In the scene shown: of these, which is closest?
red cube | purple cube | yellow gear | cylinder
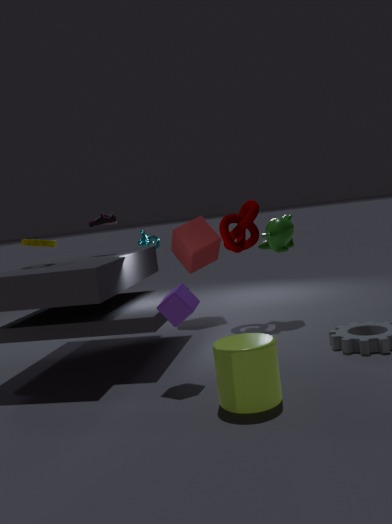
cylinder
